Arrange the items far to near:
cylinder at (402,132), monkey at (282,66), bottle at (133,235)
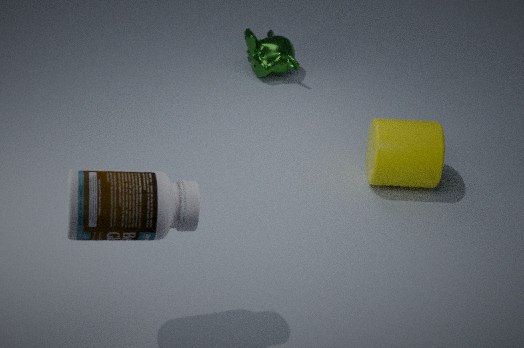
monkey at (282,66), cylinder at (402,132), bottle at (133,235)
